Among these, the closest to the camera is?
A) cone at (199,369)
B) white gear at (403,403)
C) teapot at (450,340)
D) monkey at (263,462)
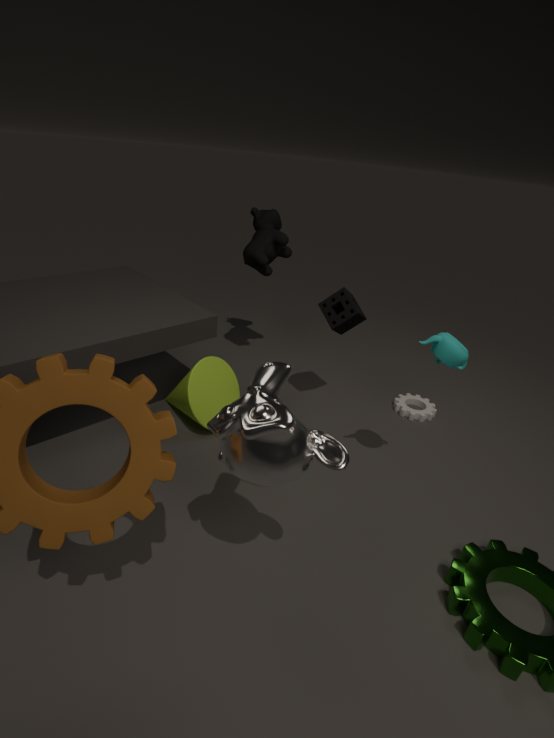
monkey at (263,462)
